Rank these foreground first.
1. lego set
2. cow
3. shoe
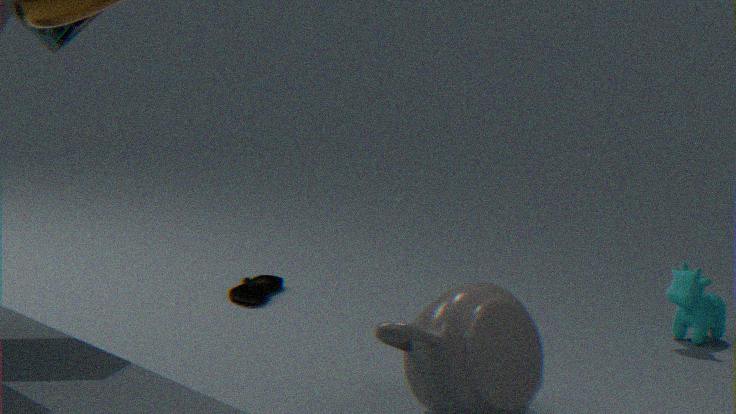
lego set → shoe → cow
